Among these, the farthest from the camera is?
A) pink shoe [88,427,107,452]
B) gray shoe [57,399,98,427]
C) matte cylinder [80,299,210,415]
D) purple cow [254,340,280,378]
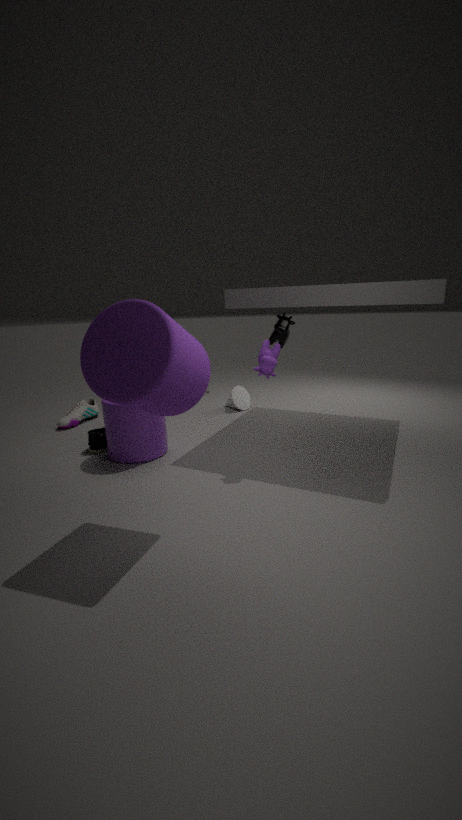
gray shoe [57,399,98,427]
